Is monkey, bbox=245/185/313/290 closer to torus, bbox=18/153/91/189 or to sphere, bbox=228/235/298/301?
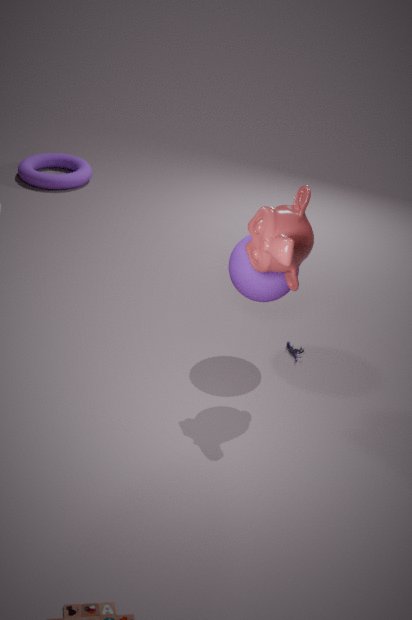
sphere, bbox=228/235/298/301
